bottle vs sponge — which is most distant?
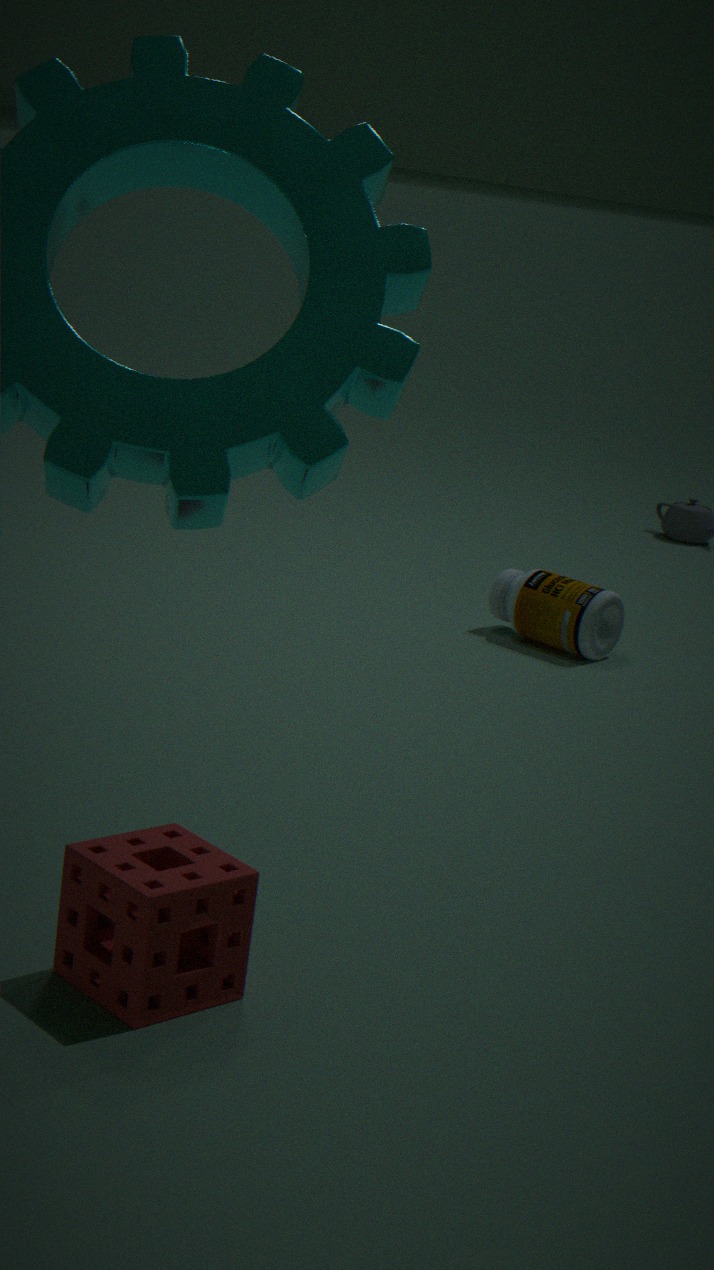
bottle
